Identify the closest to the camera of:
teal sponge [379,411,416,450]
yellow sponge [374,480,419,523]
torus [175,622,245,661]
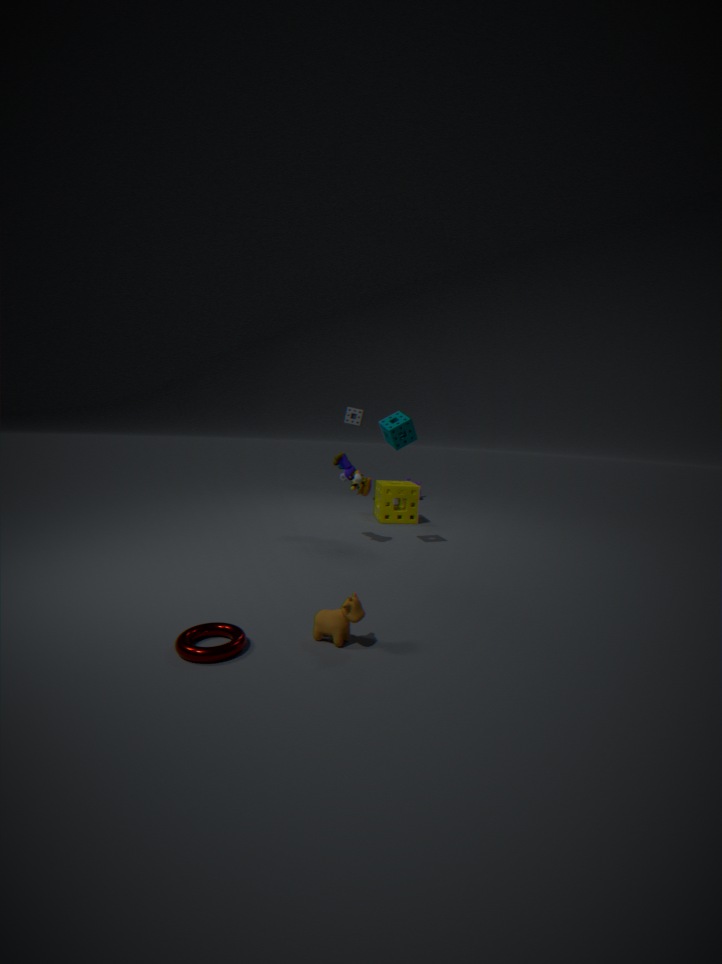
torus [175,622,245,661]
